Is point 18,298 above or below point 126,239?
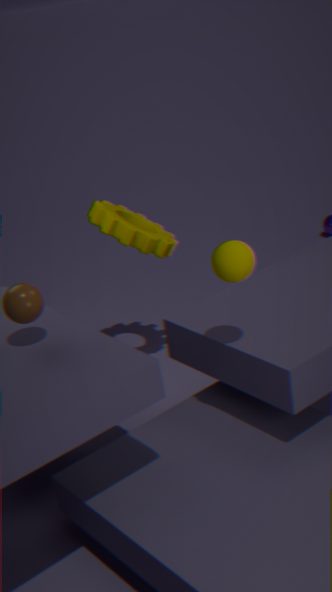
above
